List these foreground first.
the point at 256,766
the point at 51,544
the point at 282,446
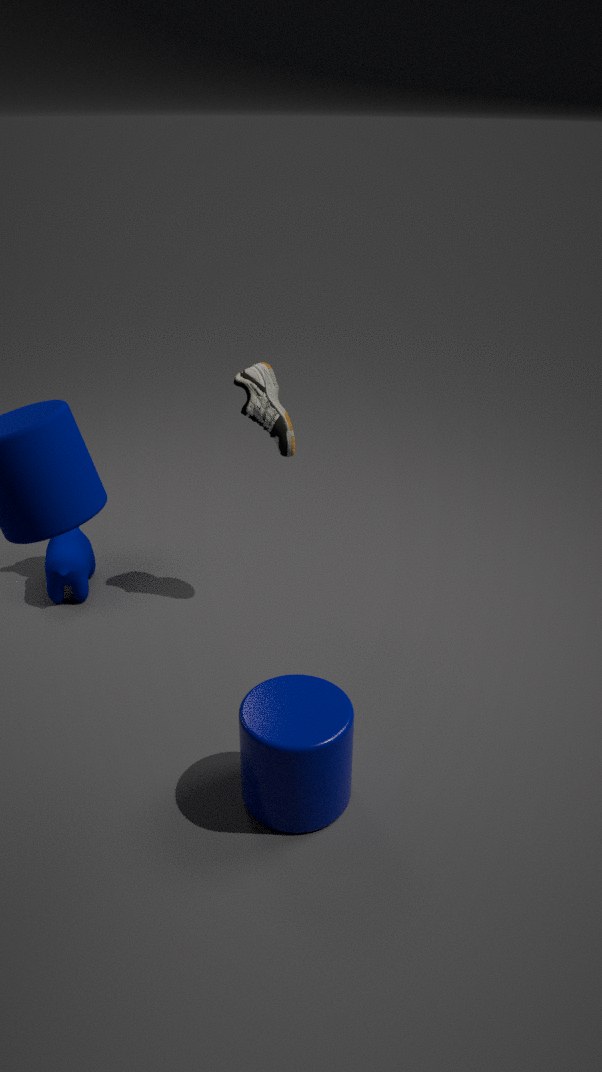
the point at 256,766 < the point at 282,446 < the point at 51,544
